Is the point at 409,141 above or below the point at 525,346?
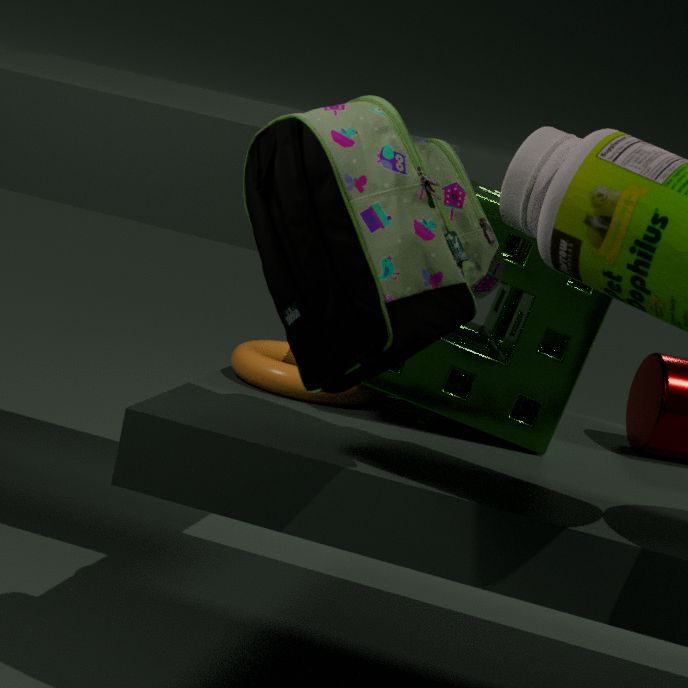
above
